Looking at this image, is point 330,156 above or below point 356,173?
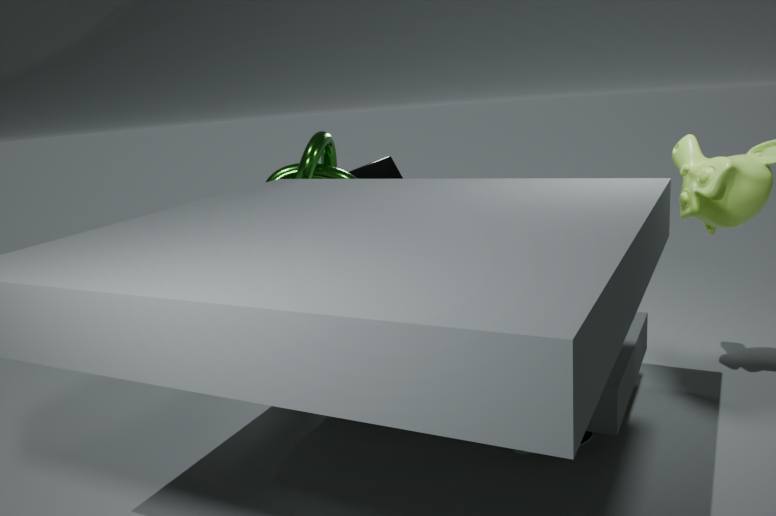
above
